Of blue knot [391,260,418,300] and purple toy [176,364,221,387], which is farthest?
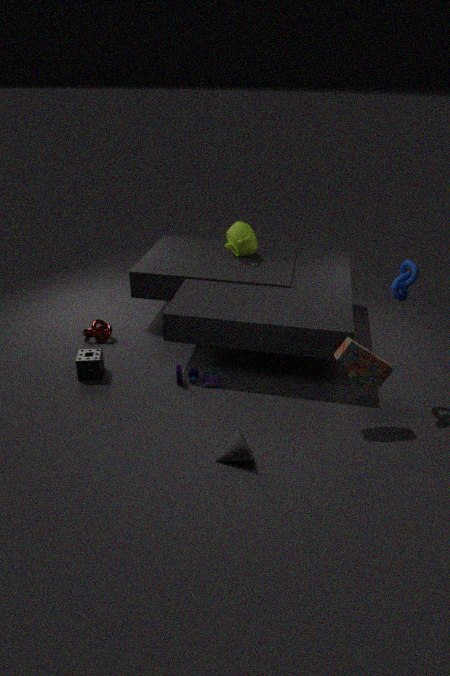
purple toy [176,364,221,387]
